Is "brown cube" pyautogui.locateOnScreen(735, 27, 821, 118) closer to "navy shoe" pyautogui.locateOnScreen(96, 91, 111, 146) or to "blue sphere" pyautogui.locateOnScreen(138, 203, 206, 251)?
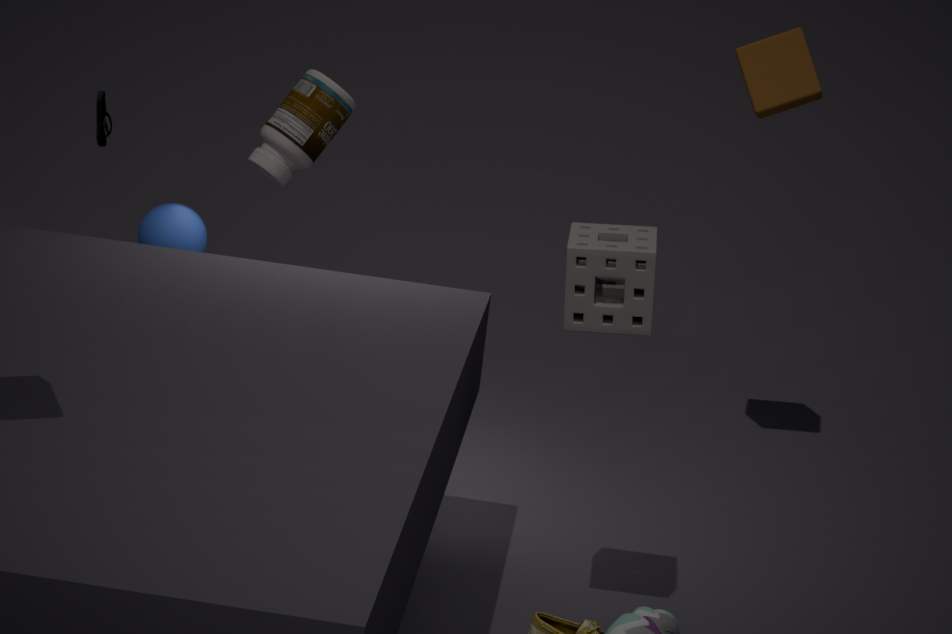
"blue sphere" pyautogui.locateOnScreen(138, 203, 206, 251)
